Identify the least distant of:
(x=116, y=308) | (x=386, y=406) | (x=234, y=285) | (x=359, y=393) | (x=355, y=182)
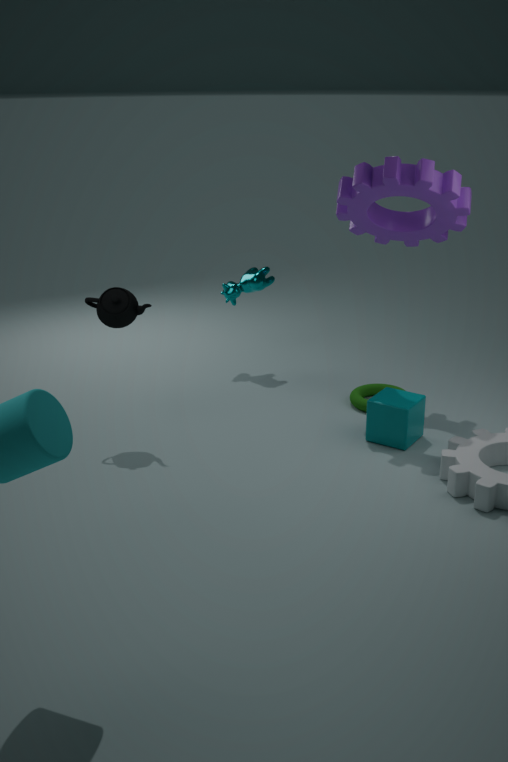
(x=116, y=308)
